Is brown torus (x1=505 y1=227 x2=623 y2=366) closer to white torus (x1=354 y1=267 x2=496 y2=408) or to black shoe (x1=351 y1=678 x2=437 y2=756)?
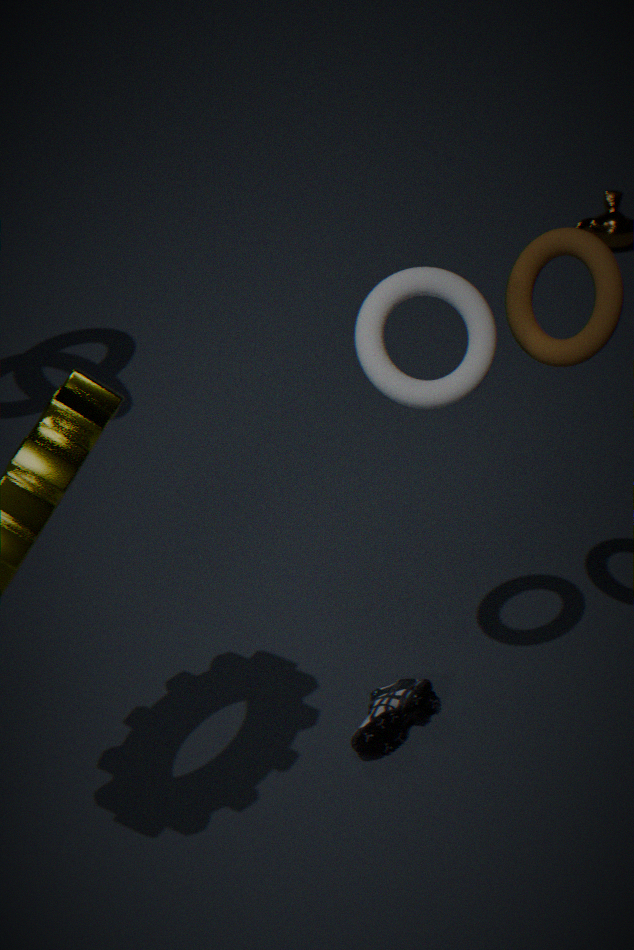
white torus (x1=354 y1=267 x2=496 y2=408)
